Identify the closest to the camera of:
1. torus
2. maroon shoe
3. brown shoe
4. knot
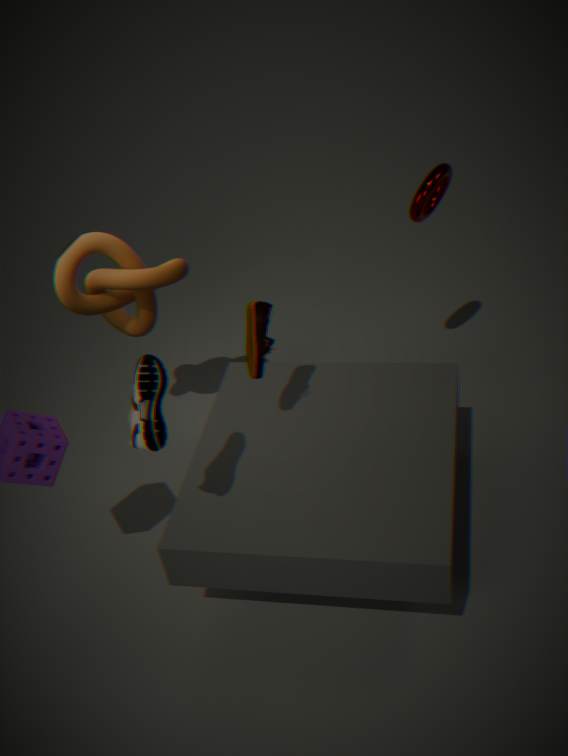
brown shoe
